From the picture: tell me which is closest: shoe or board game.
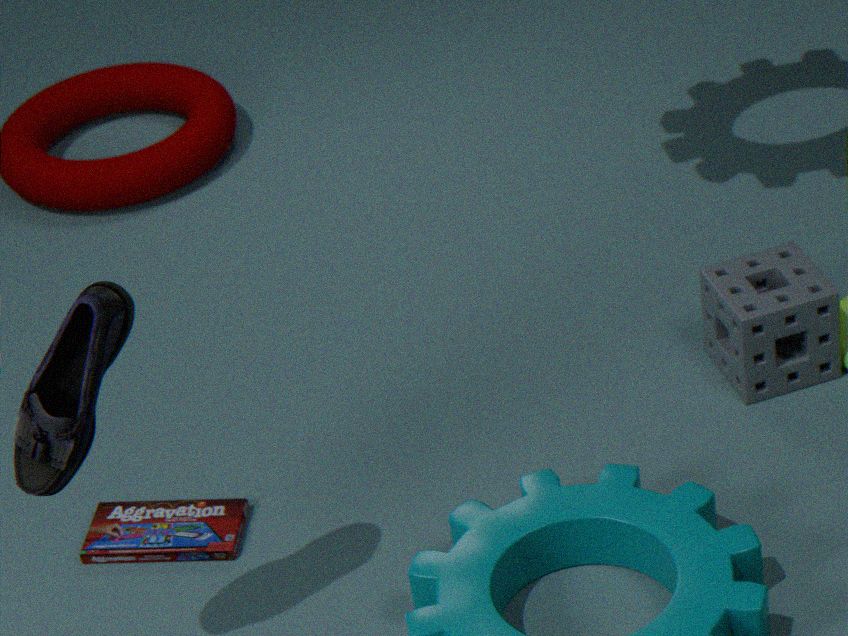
shoe
